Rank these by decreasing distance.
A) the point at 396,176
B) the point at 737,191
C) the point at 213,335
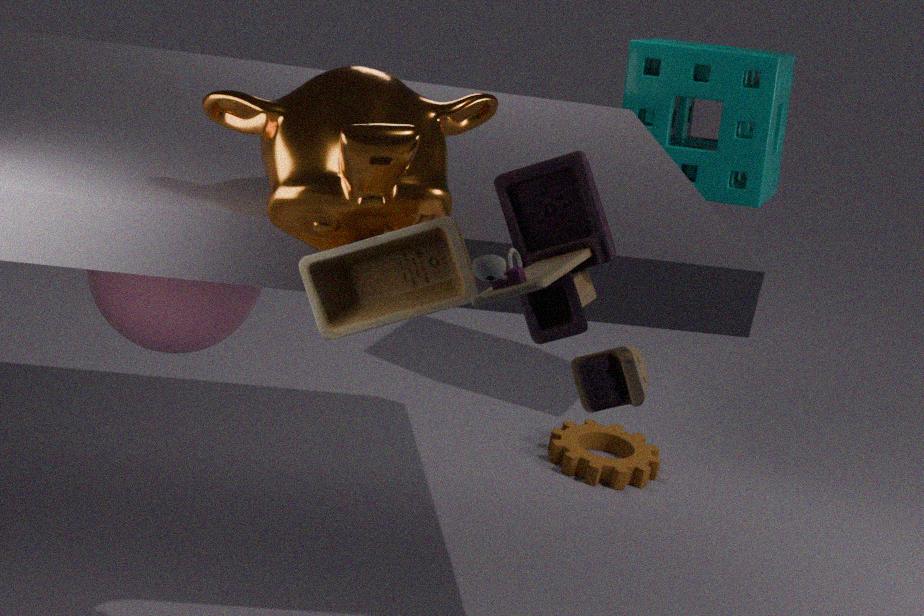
the point at 737,191 → the point at 213,335 → the point at 396,176
